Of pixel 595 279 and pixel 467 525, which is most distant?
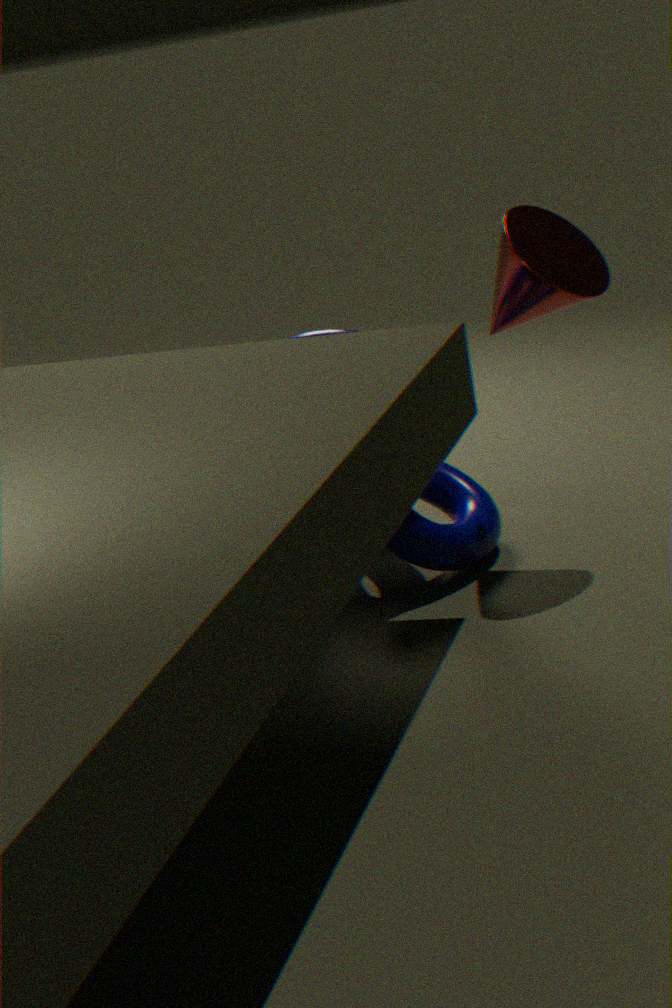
pixel 467 525
